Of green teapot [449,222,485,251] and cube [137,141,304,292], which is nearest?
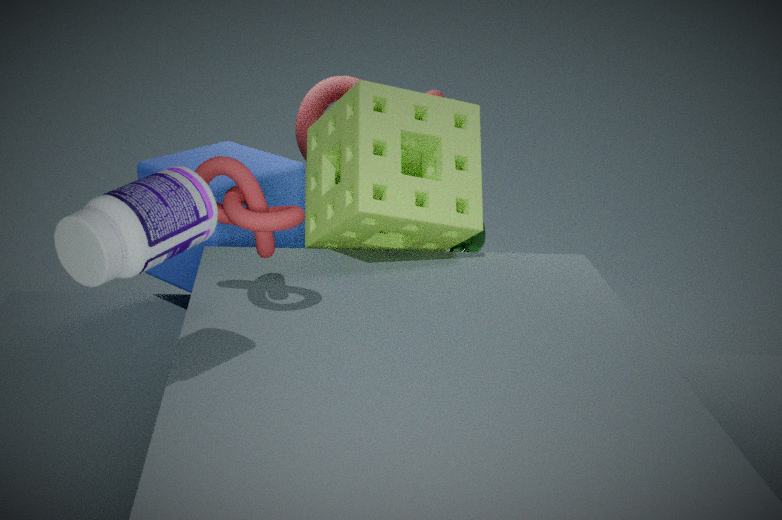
cube [137,141,304,292]
